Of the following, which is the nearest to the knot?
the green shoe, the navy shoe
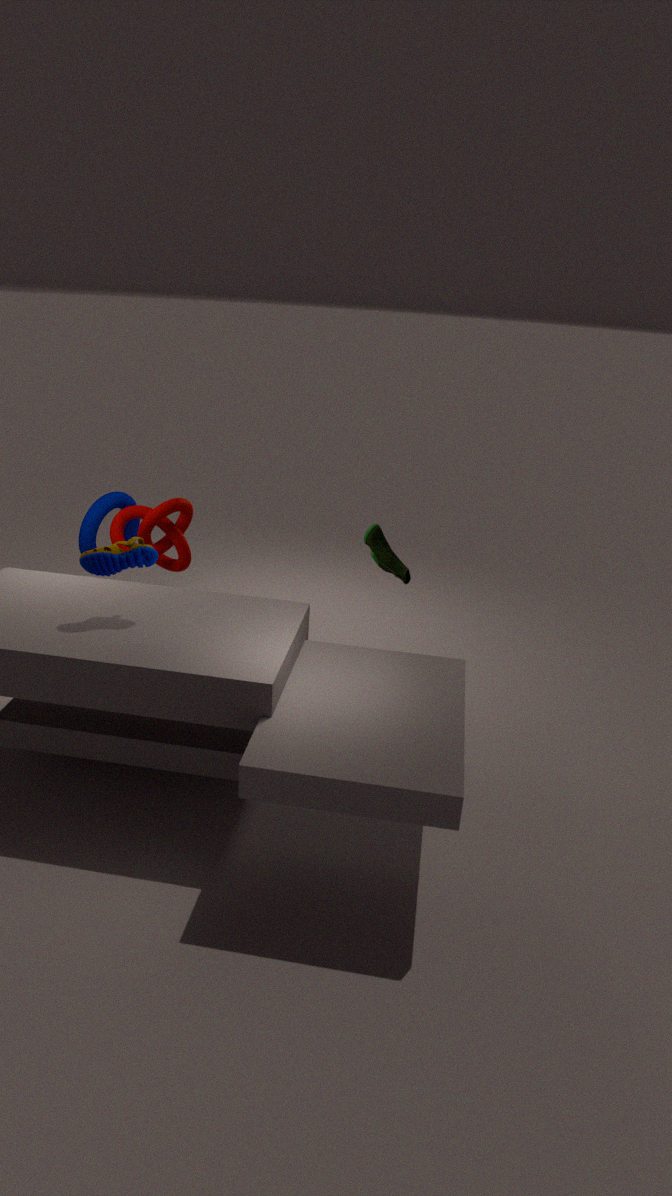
the navy shoe
